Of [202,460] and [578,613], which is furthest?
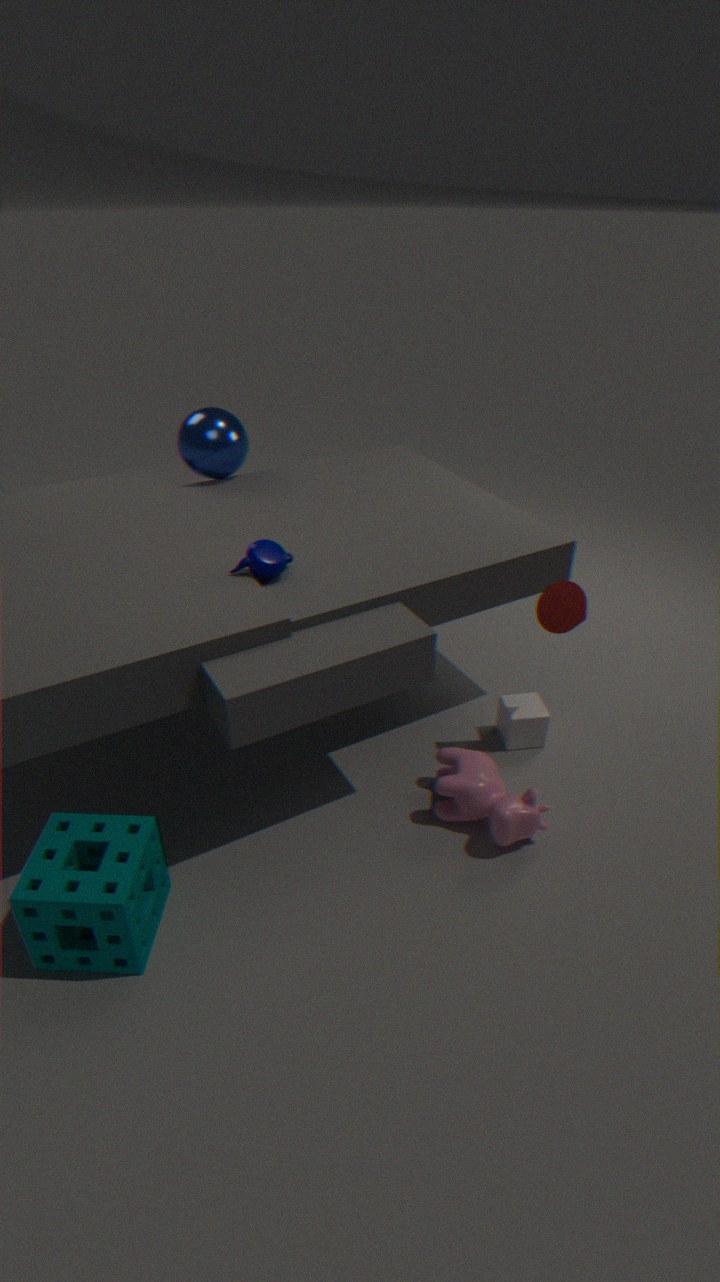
[202,460]
